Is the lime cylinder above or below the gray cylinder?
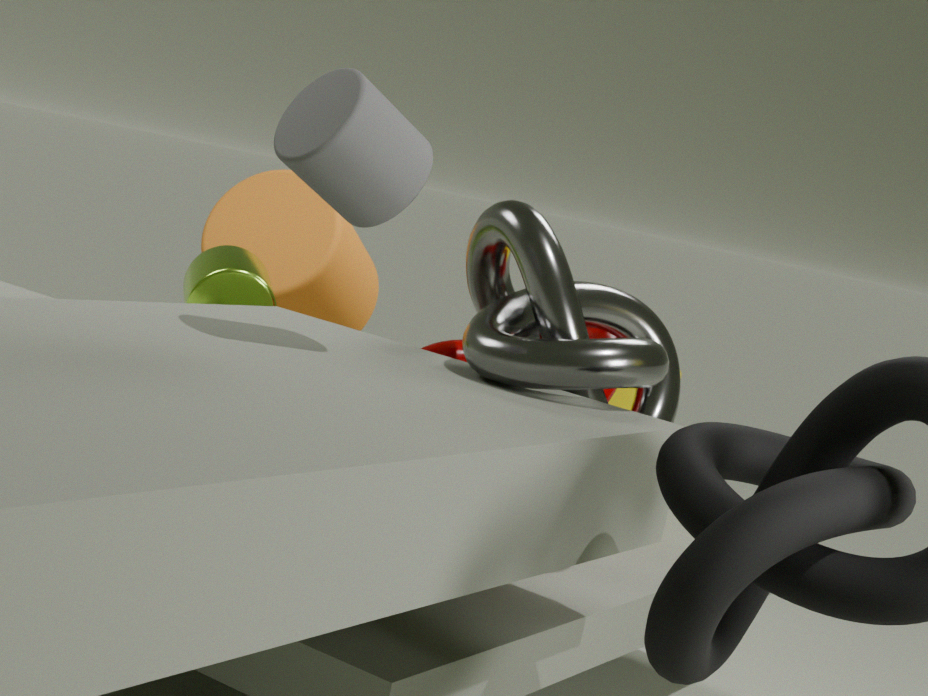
below
